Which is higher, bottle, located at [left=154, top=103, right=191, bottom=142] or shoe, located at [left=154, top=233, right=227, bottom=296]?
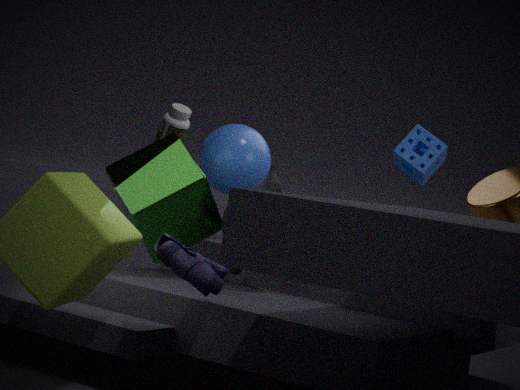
bottle, located at [left=154, top=103, right=191, bottom=142]
